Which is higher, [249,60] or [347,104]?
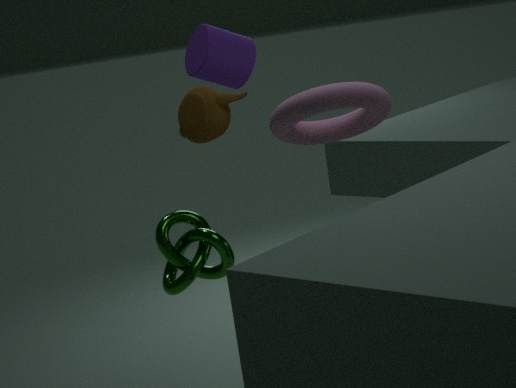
[249,60]
